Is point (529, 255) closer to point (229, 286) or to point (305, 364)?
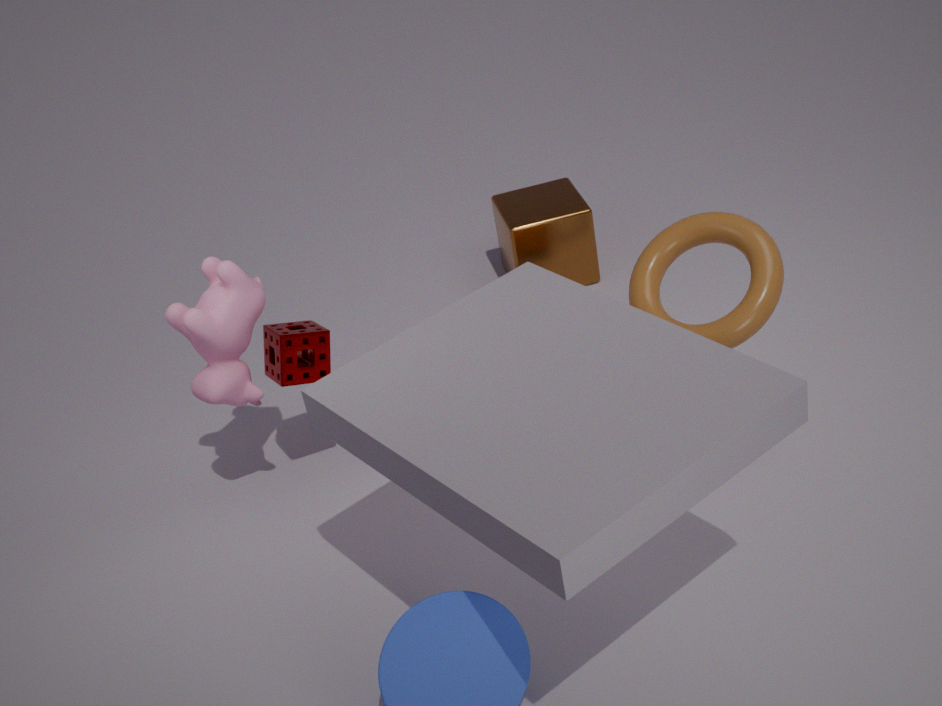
point (305, 364)
